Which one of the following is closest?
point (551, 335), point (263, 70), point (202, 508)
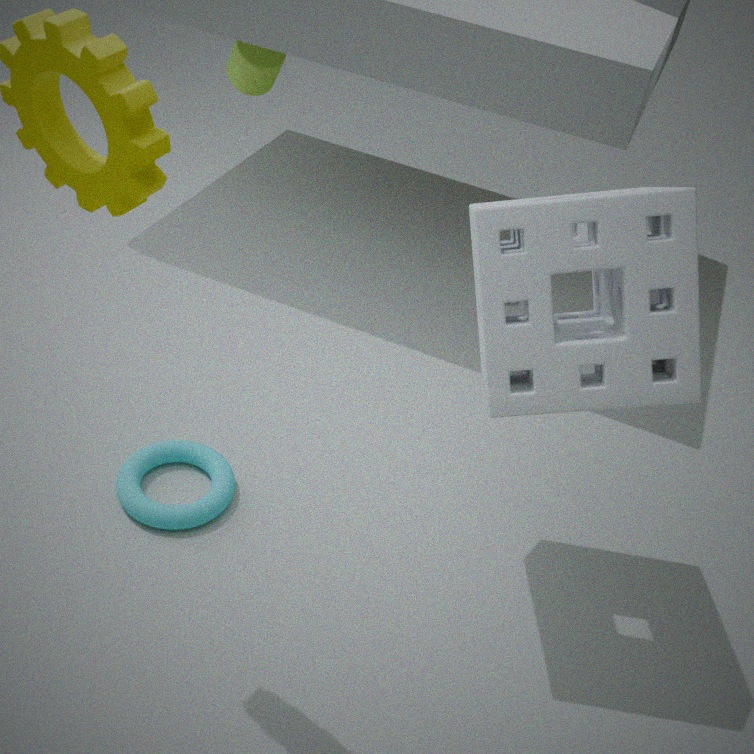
point (551, 335)
